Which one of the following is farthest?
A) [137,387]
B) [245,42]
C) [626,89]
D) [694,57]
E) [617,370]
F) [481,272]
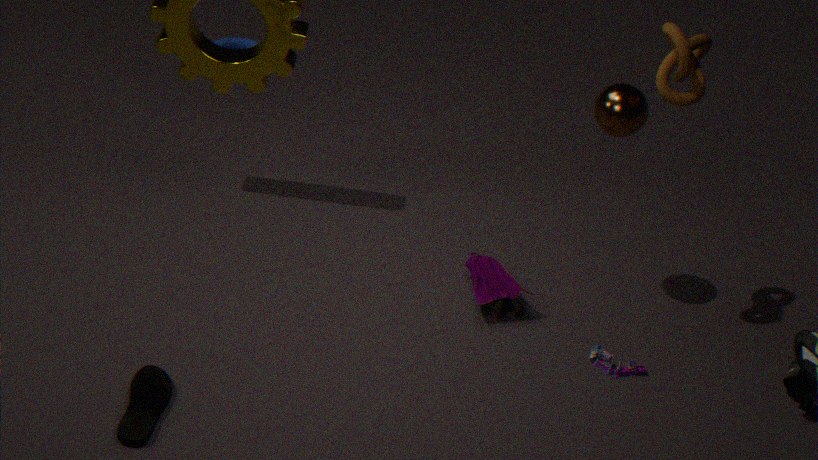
[245,42]
